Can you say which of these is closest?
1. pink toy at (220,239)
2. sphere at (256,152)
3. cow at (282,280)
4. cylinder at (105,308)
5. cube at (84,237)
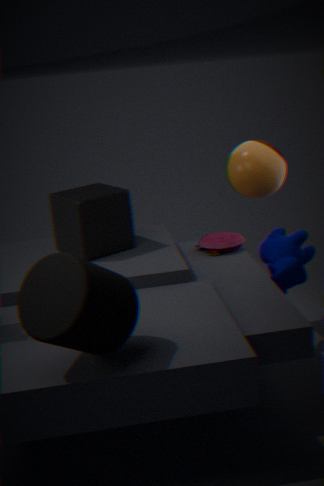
cylinder at (105,308)
